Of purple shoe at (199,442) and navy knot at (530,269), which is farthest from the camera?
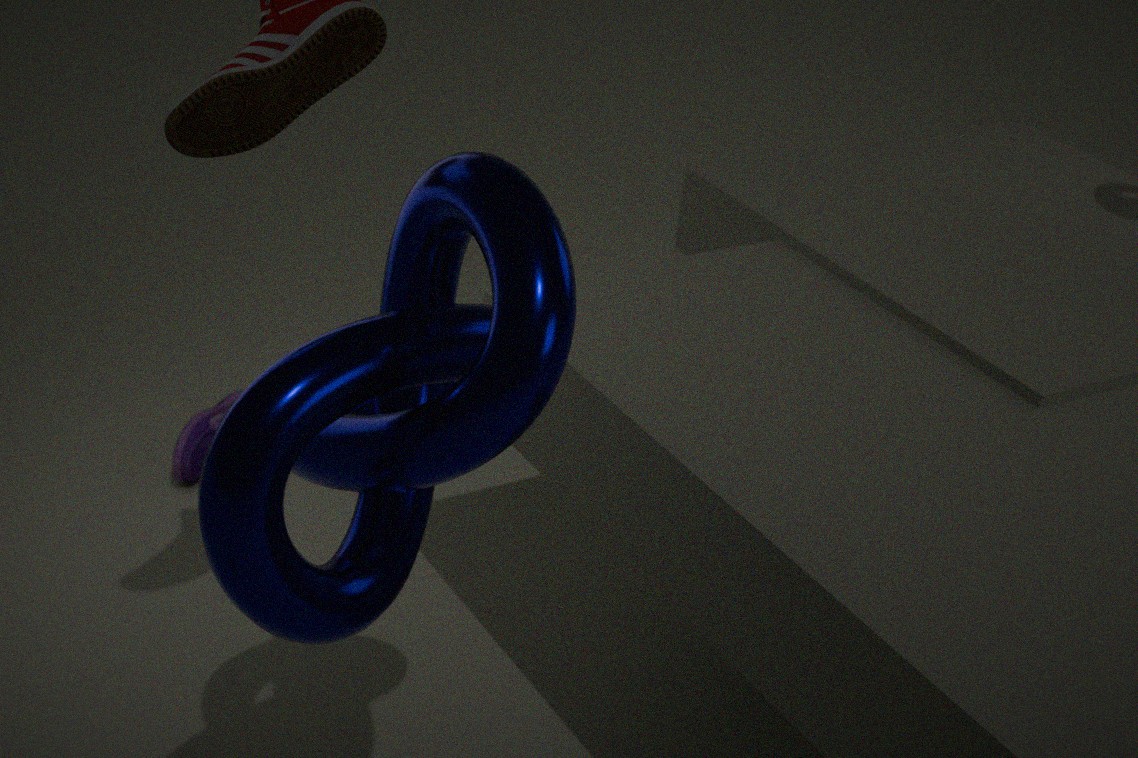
purple shoe at (199,442)
